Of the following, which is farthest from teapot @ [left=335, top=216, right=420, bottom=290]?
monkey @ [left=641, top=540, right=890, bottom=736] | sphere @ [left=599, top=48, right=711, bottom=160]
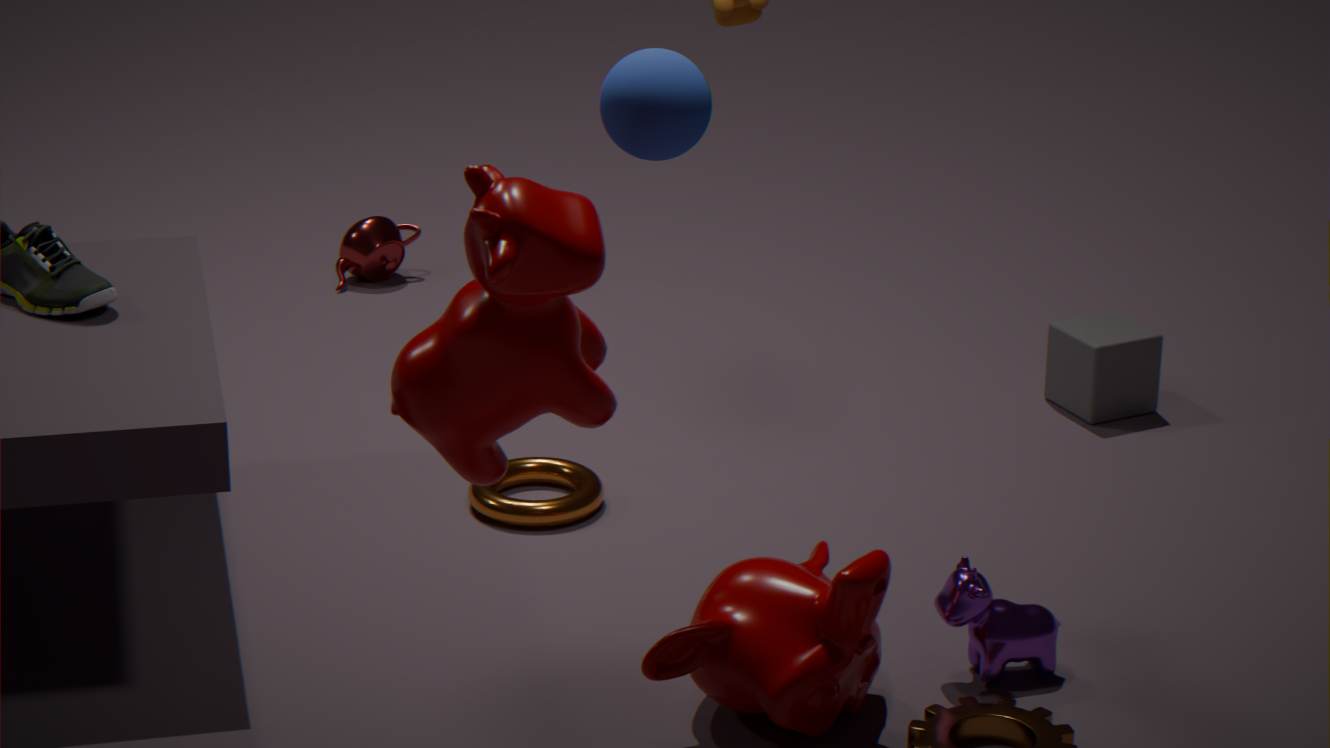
sphere @ [left=599, top=48, right=711, bottom=160]
